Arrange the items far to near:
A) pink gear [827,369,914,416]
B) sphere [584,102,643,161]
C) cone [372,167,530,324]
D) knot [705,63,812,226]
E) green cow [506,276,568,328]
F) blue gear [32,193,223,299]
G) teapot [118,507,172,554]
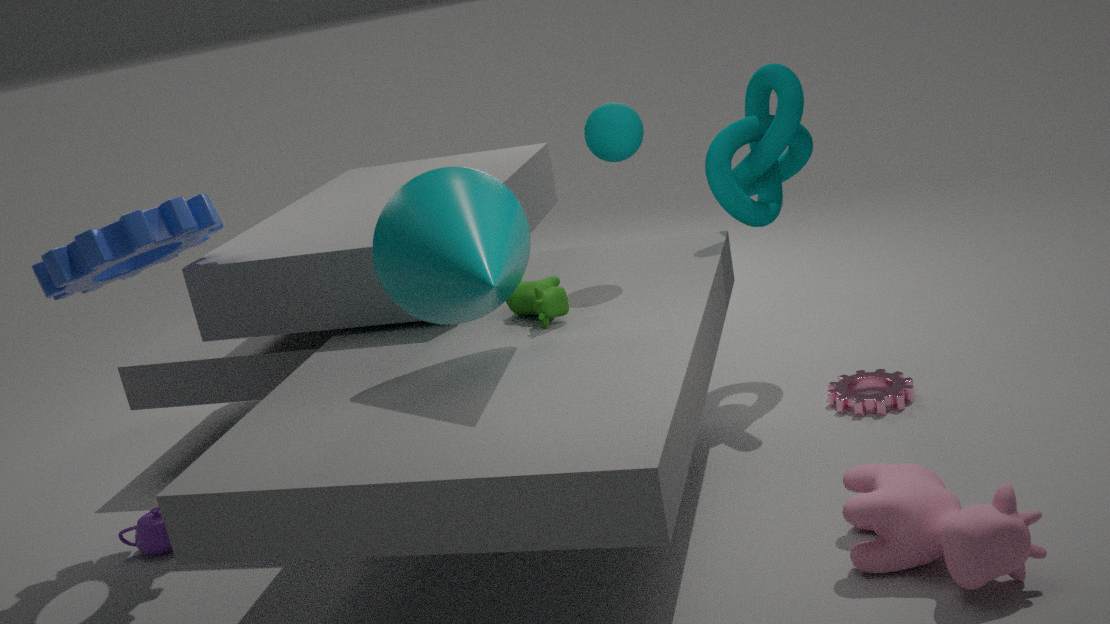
knot [705,63,812,226] < pink gear [827,369,914,416] < teapot [118,507,172,554] < sphere [584,102,643,161] < green cow [506,276,568,328] < blue gear [32,193,223,299] < cone [372,167,530,324]
